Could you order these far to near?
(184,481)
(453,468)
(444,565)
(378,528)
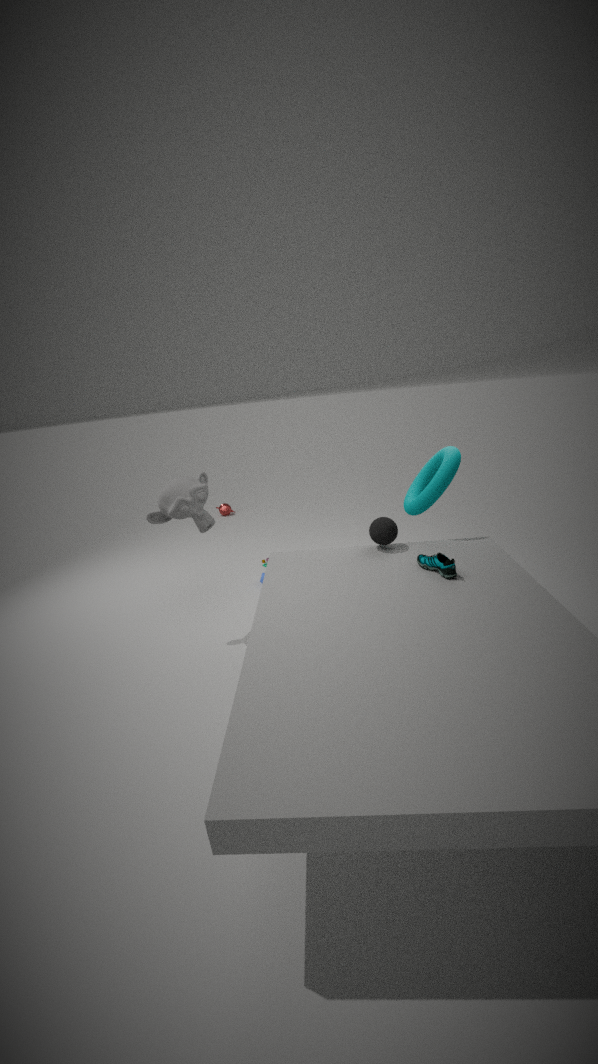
1. (184,481)
2. (453,468)
3. (378,528)
4. (444,565)
